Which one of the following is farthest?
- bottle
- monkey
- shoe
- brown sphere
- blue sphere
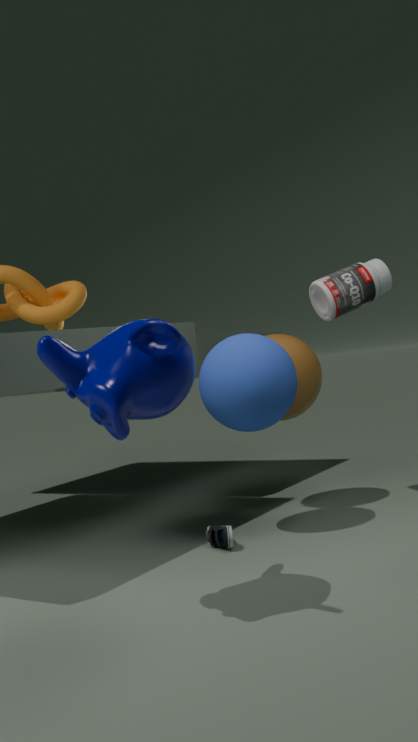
brown sphere
